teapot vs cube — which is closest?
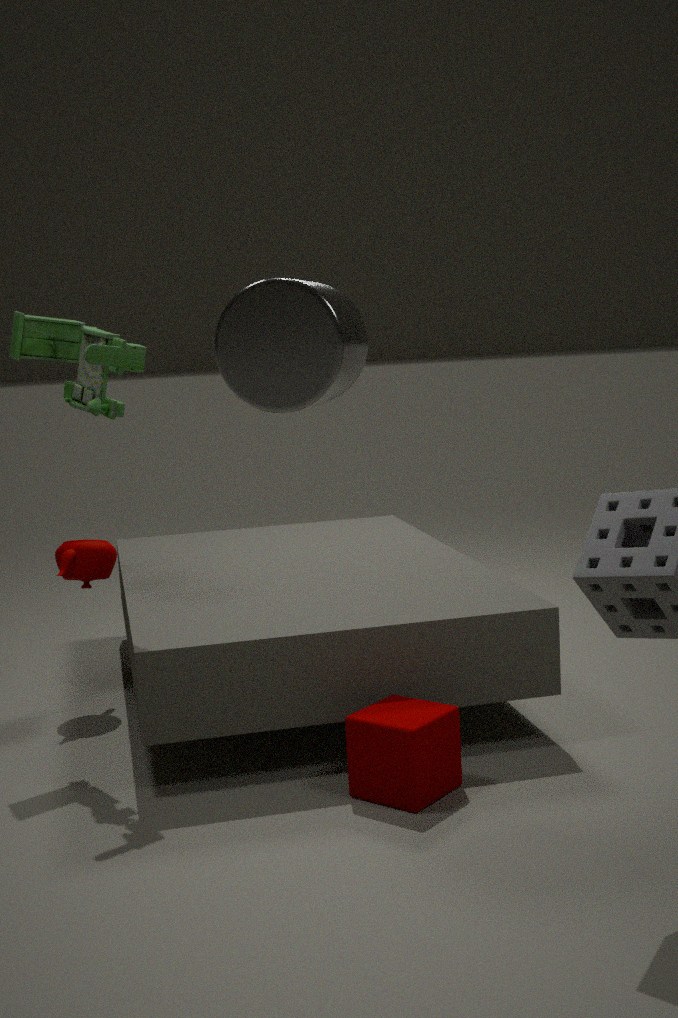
cube
